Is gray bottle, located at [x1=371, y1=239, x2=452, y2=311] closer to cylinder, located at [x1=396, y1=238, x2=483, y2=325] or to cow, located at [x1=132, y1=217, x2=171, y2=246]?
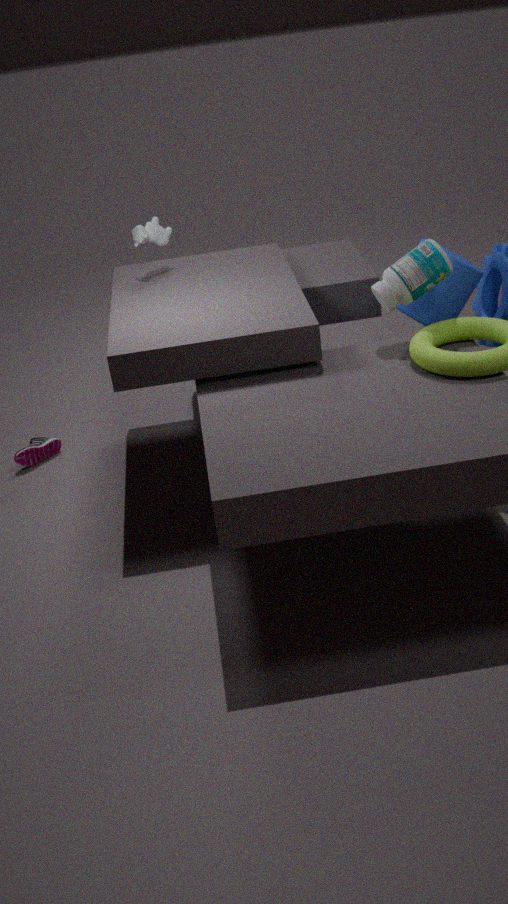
cylinder, located at [x1=396, y1=238, x2=483, y2=325]
